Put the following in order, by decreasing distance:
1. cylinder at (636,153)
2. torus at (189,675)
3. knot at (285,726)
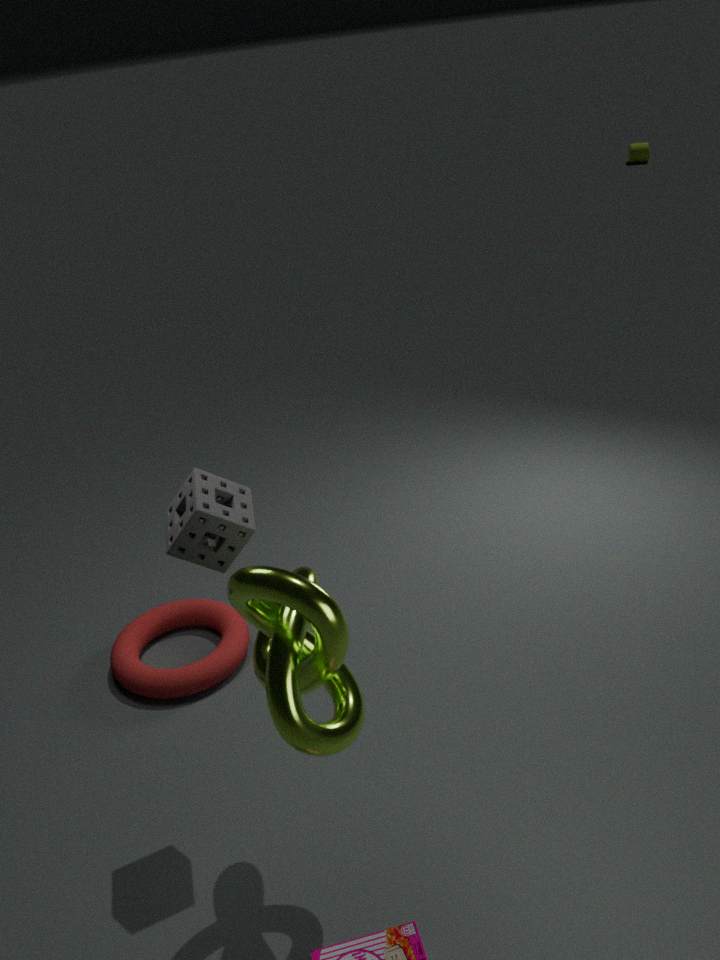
1. cylinder at (636,153)
2. torus at (189,675)
3. knot at (285,726)
